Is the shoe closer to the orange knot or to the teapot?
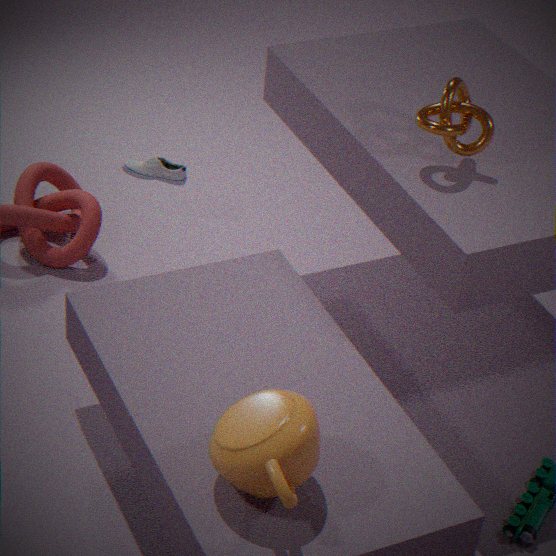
the orange knot
